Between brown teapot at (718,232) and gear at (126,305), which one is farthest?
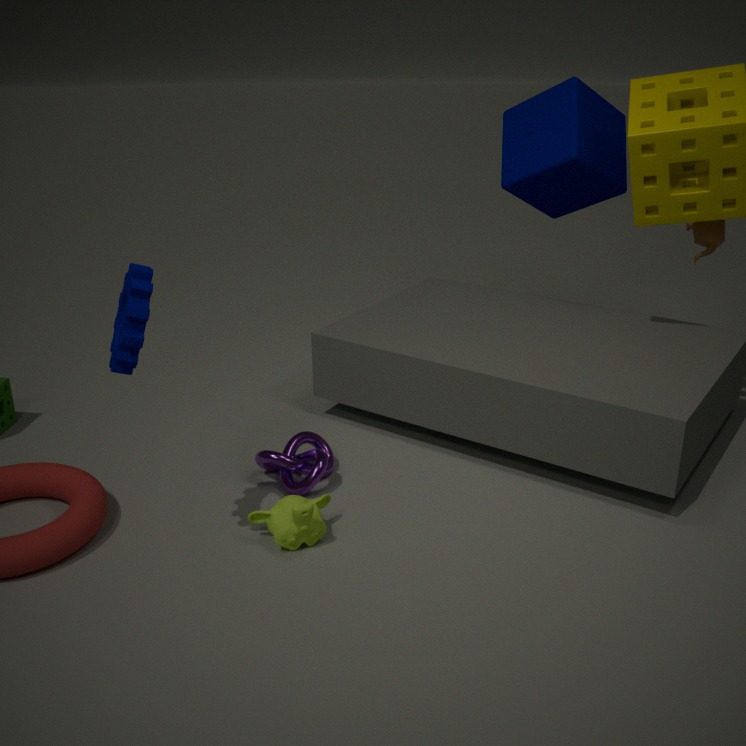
brown teapot at (718,232)
